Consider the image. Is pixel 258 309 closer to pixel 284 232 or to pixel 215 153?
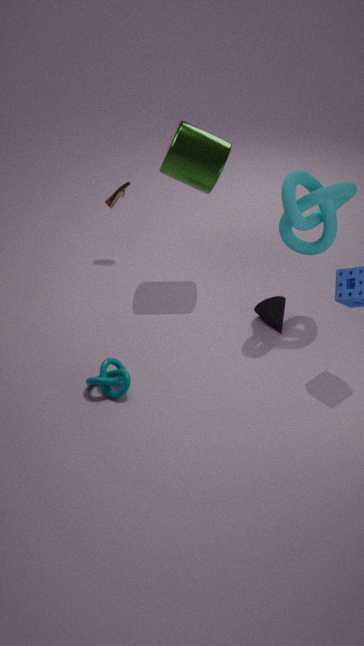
pixel 284 232
